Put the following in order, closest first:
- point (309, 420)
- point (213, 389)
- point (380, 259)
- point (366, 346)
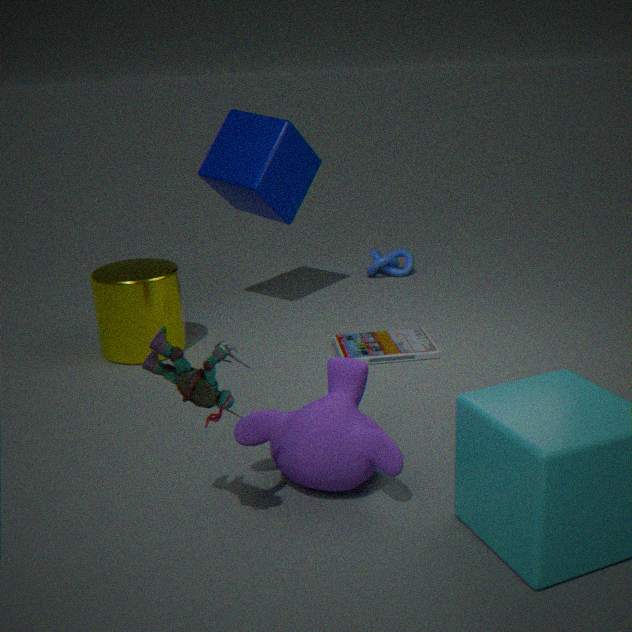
point (213, 389) < point (309, 420) < point (366, 346) < point (380, 259)
